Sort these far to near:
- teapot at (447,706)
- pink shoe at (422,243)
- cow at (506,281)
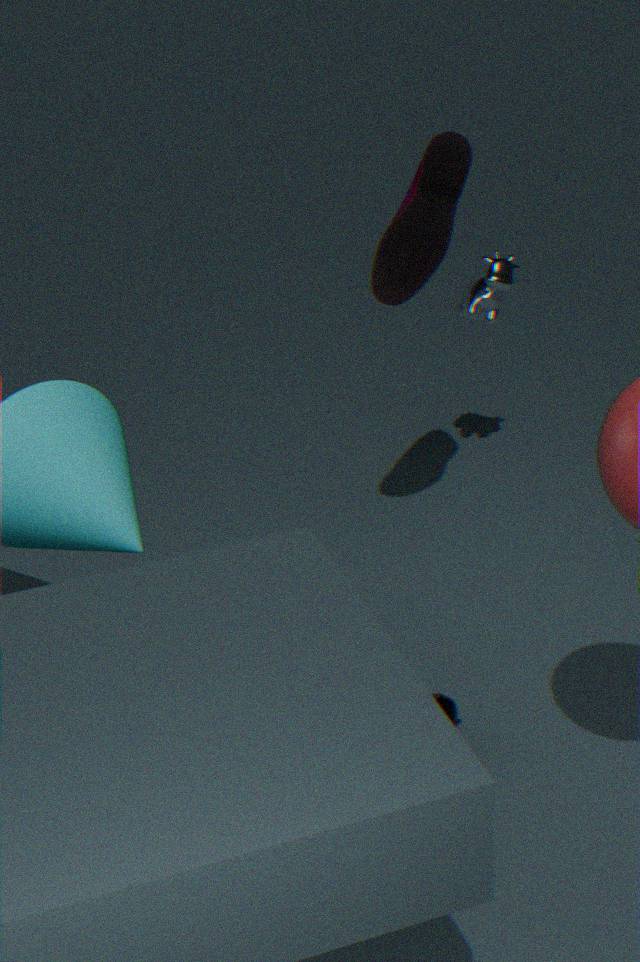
cow at (506,281) → pink shoe at (422,243) → teapot at (447,706)
